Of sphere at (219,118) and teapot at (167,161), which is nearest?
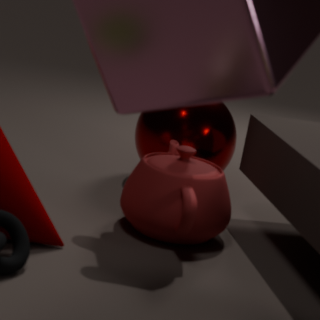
teapot at (167,161)
